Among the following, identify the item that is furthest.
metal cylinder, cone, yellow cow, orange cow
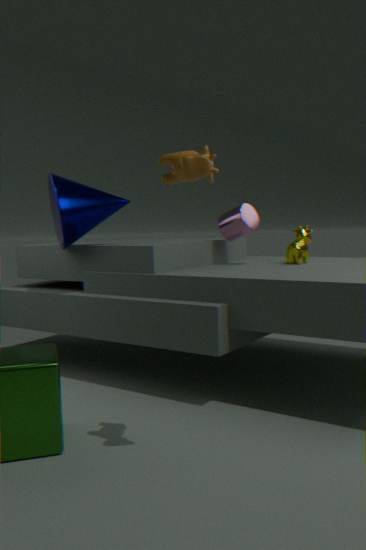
metal cylinder
